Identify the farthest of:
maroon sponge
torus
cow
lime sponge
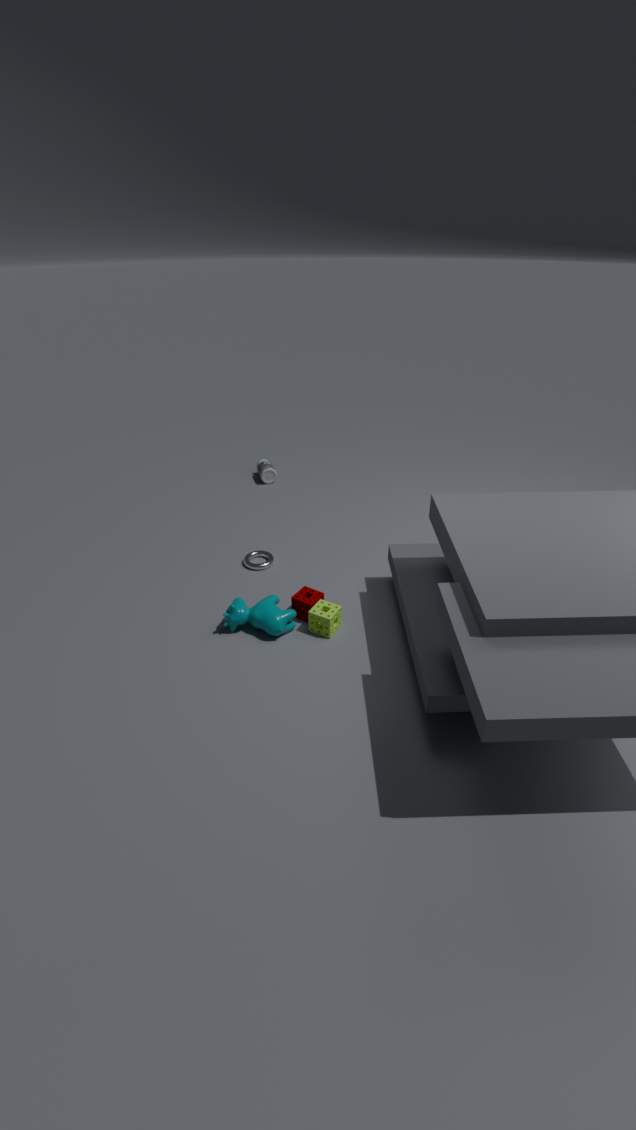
torus
